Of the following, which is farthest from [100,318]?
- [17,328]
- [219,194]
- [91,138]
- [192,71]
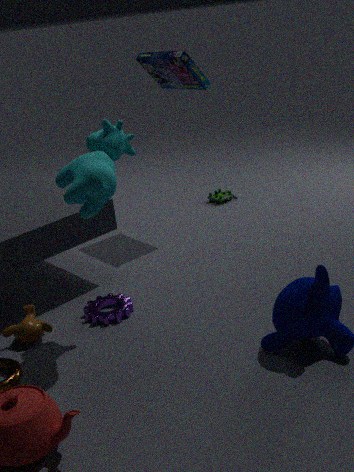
[219,194]
